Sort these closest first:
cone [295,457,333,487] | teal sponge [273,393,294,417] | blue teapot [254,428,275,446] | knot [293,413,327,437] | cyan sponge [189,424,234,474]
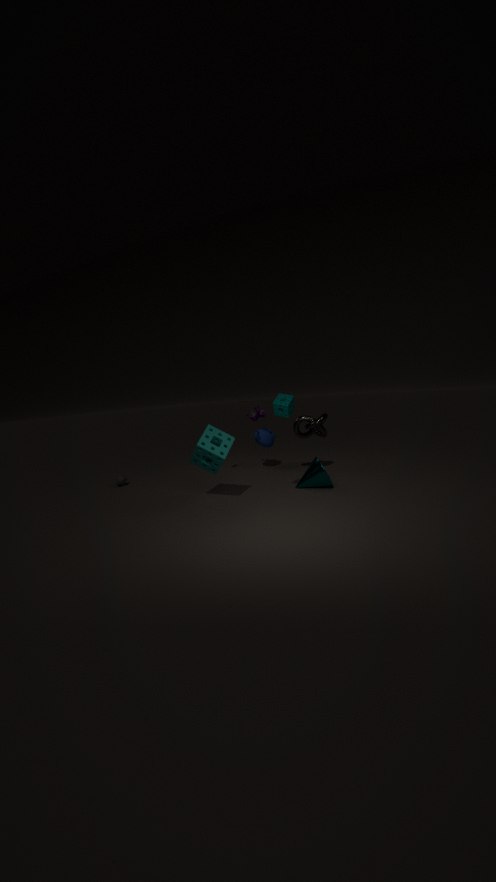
teal sponge [273,393,294,417] < cyan sponge [189,424,234,474] < cone [295,457,333,487] < knot [293,413,327,437] < blue teapot [254,428,275,446]
